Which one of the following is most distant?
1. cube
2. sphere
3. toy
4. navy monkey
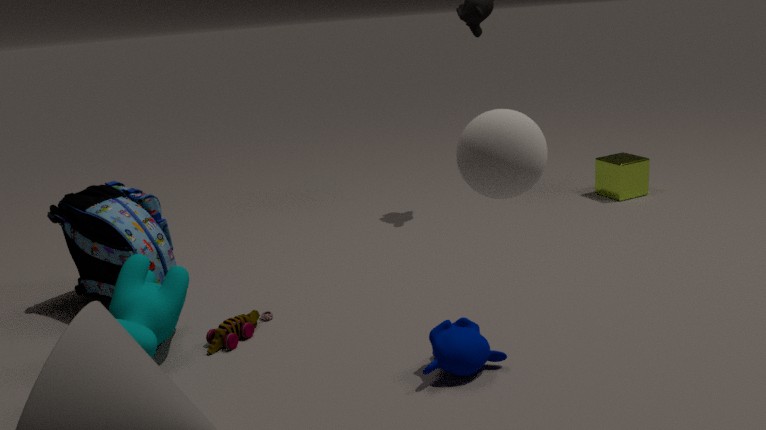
cube
